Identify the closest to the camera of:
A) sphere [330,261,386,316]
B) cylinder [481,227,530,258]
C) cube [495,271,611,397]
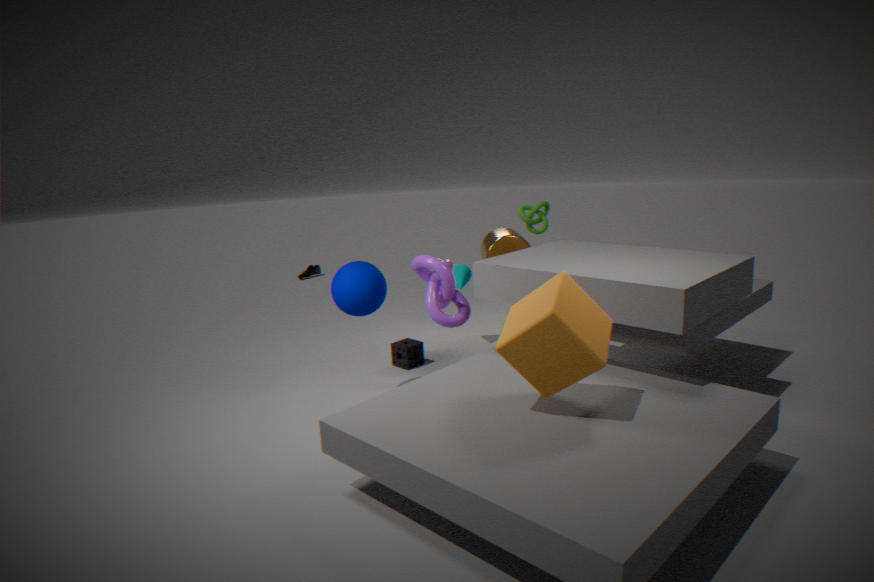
cube [495,271,611,397]
